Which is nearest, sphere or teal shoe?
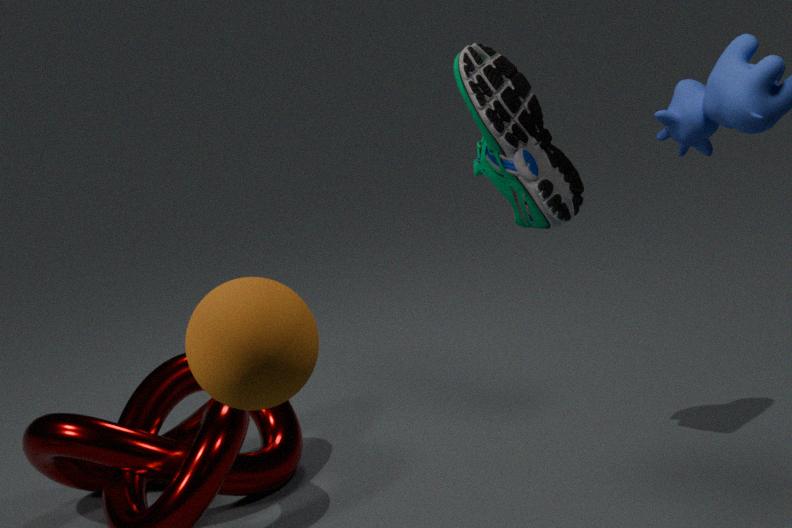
sphere
